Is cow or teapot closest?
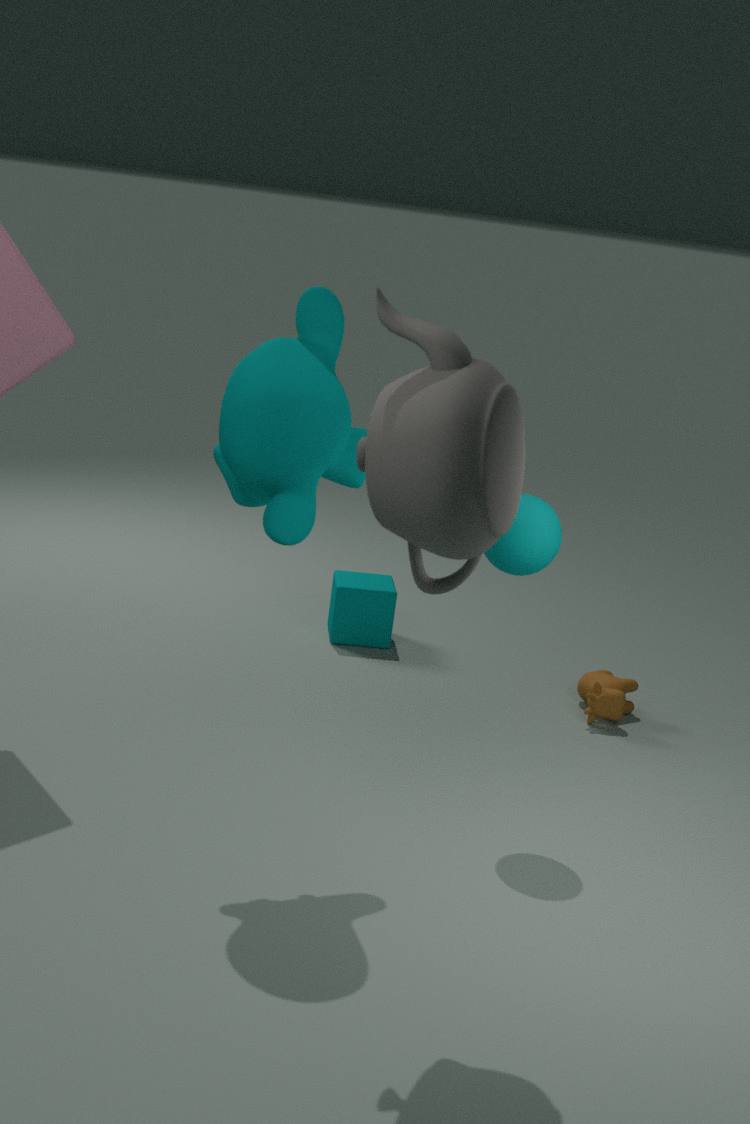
teapot
